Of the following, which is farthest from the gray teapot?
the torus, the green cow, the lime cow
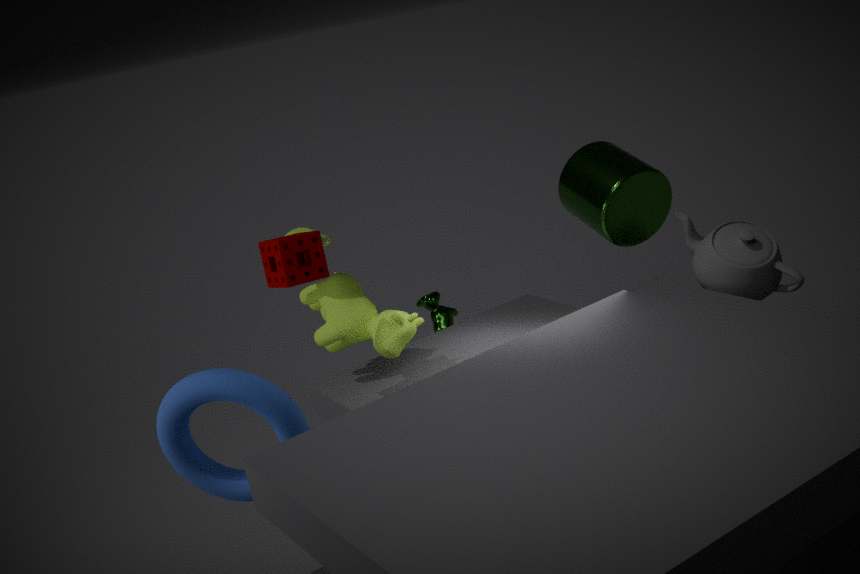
the torus
